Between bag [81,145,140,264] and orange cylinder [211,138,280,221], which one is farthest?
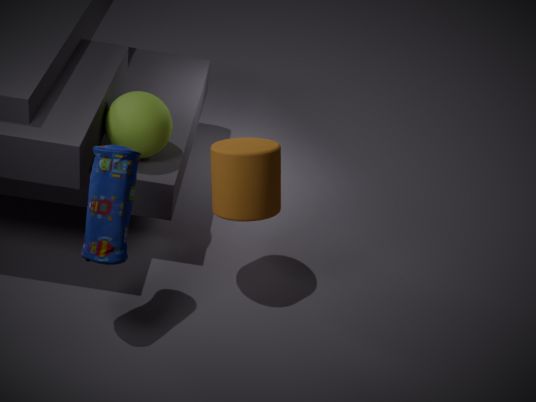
orange cylinder [211,138,280,221]
